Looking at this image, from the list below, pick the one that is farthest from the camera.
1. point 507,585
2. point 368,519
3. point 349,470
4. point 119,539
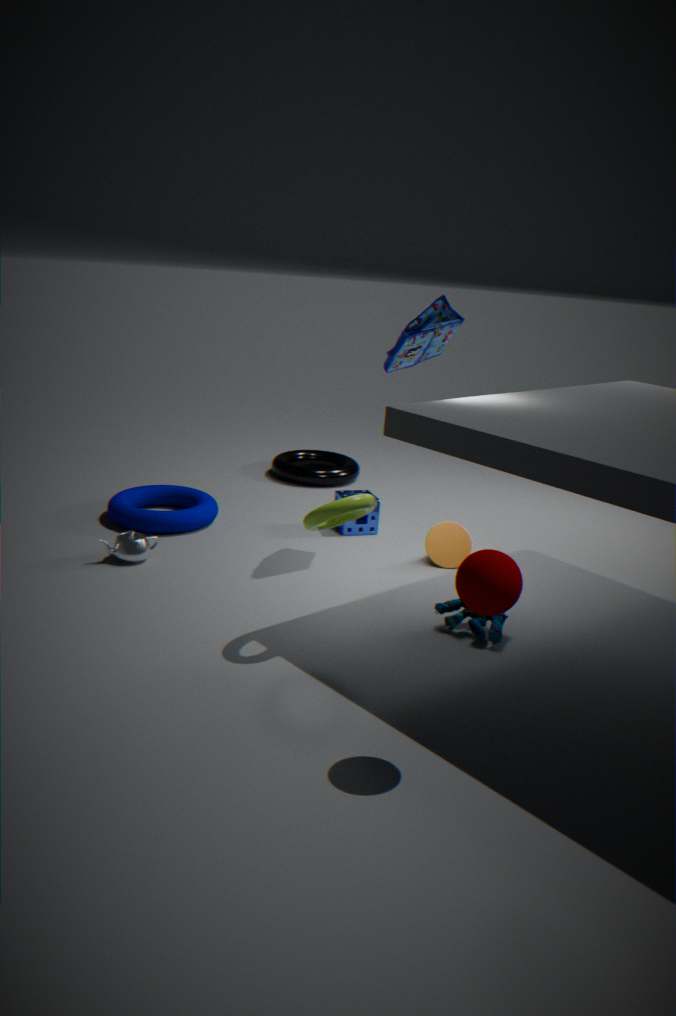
point 349,470
